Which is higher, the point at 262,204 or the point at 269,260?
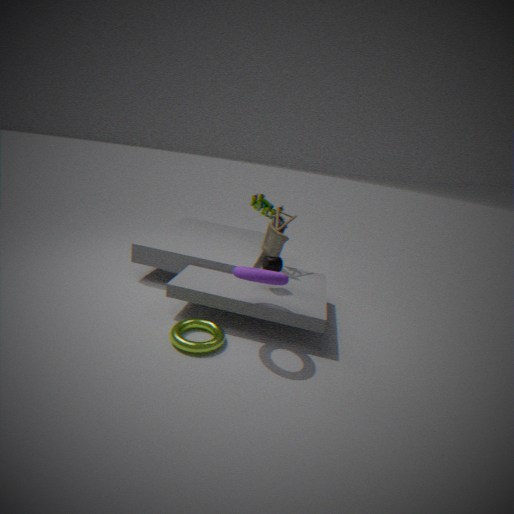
the point at 262,204
